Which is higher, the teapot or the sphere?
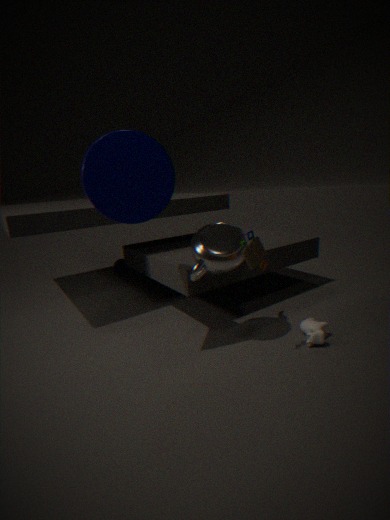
the teapot
